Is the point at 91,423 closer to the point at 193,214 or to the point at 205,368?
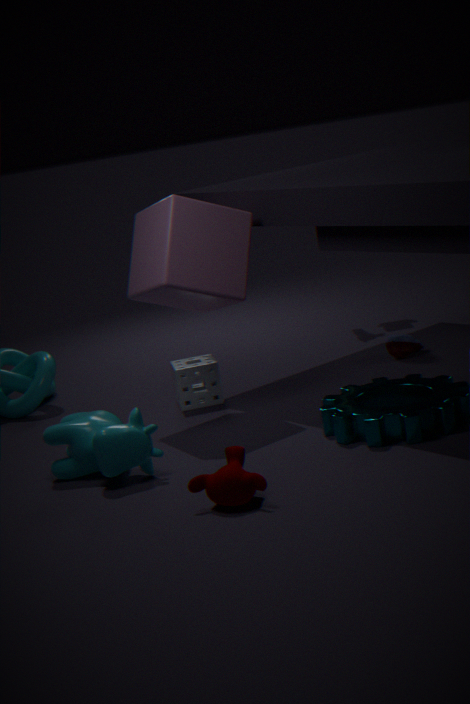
the point at 205,368
